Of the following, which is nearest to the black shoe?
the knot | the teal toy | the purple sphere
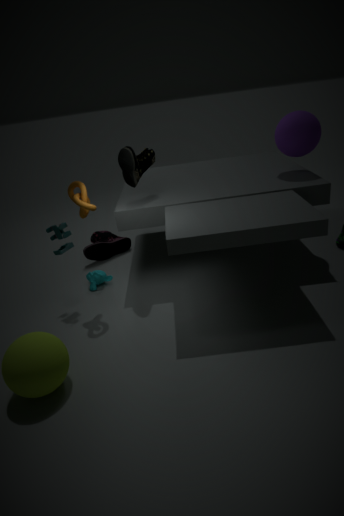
the teal toy
